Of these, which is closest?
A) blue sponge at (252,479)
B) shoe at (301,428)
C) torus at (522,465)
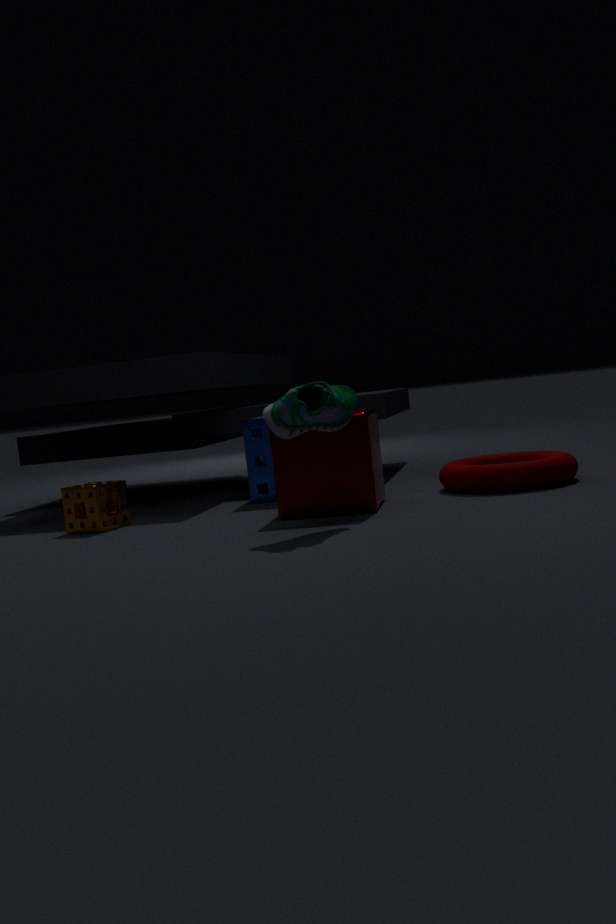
shoe at (301,428)
